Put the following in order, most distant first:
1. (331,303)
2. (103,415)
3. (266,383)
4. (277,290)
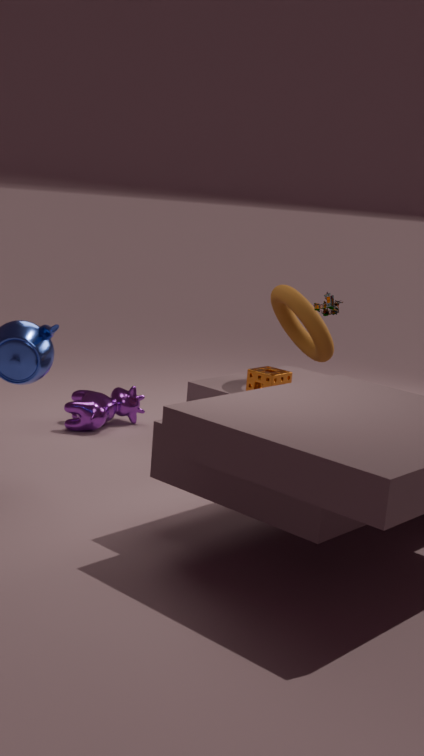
(103,415), (277,290), (266,383), (331,303)
